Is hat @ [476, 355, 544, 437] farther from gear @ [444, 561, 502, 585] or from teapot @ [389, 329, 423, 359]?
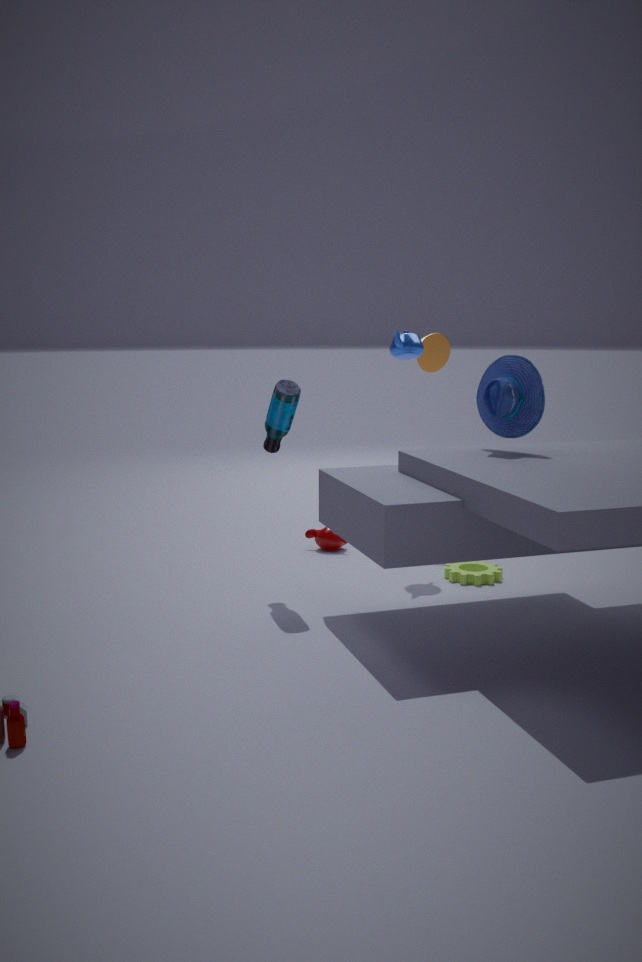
gear @ [444, 561, 502, 585]
